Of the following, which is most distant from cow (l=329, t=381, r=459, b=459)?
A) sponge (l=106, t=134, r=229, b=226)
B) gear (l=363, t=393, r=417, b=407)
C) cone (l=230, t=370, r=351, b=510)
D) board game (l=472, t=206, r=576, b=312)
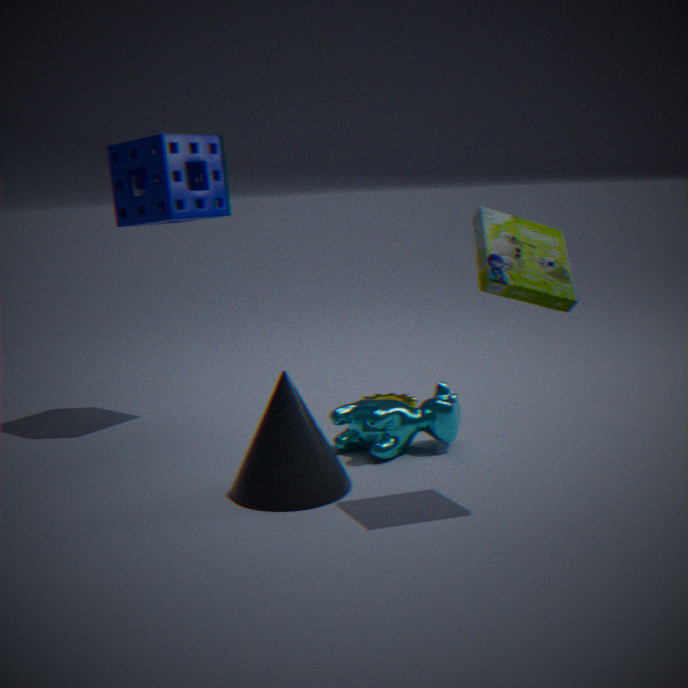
sponge (l=106, t=134, r=229, b=226)
